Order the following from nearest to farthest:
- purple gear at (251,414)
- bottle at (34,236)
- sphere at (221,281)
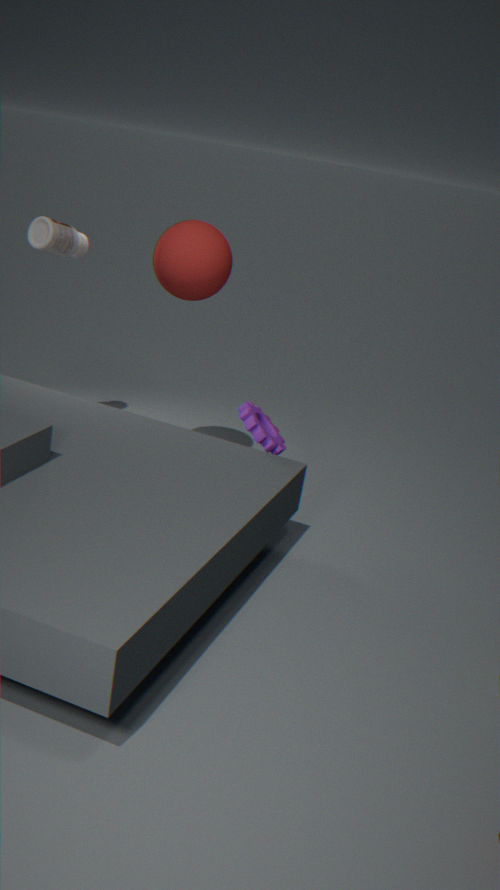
purple gear at (251,414)
sphere at (221,281)
bottle at (34,236)
